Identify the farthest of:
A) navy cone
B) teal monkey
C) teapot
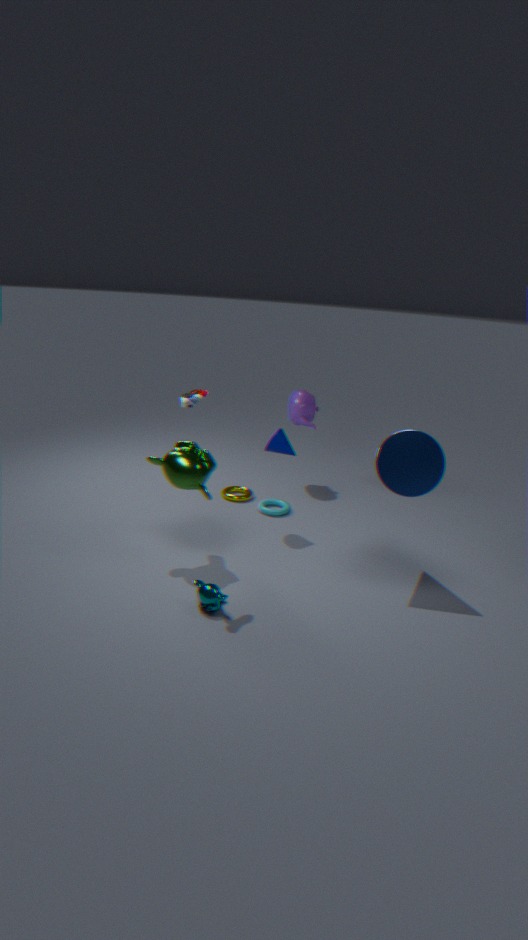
teapot
